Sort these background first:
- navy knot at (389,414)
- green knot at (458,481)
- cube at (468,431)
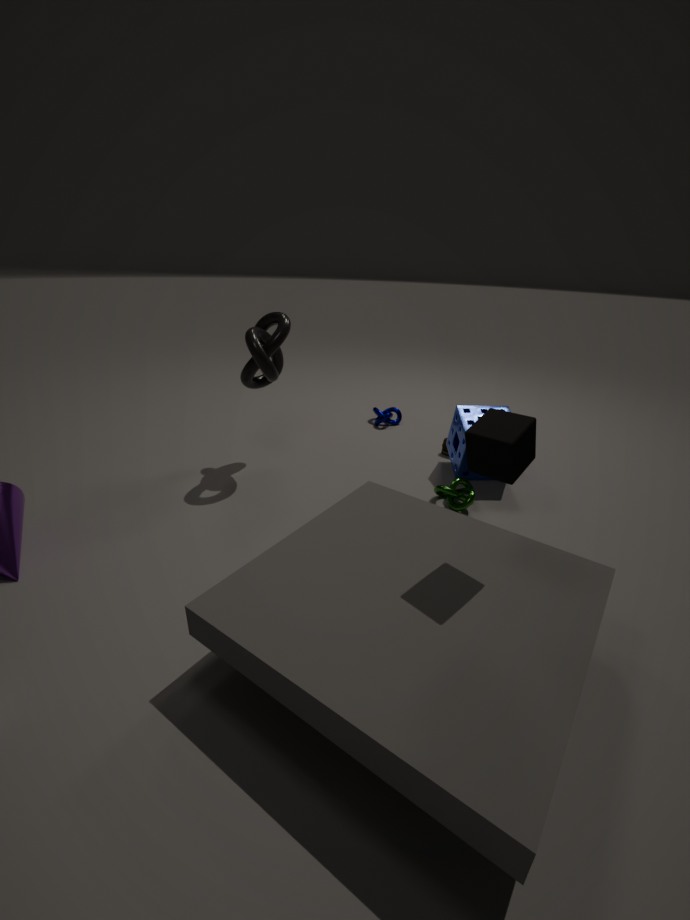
1. navy knot at (389,414)
2. green knot at (458,481)
3. cube at (468,431)
